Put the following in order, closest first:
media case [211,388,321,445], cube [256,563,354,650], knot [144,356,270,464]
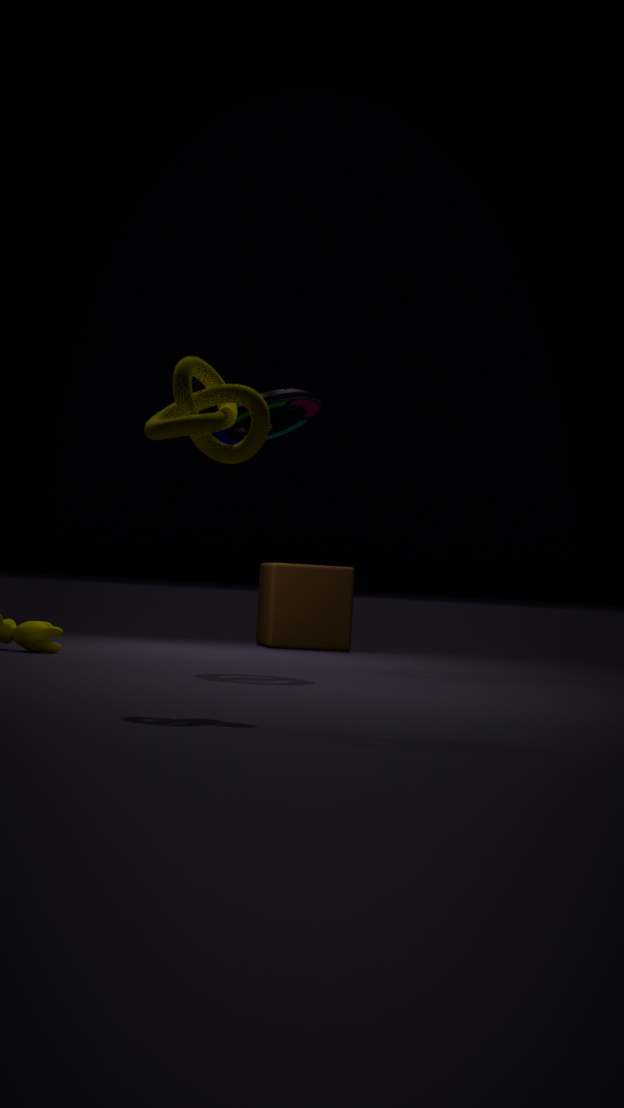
knot [144,356,270,464]
media case [211,388,321,445]
cube [256,563,354,650]
